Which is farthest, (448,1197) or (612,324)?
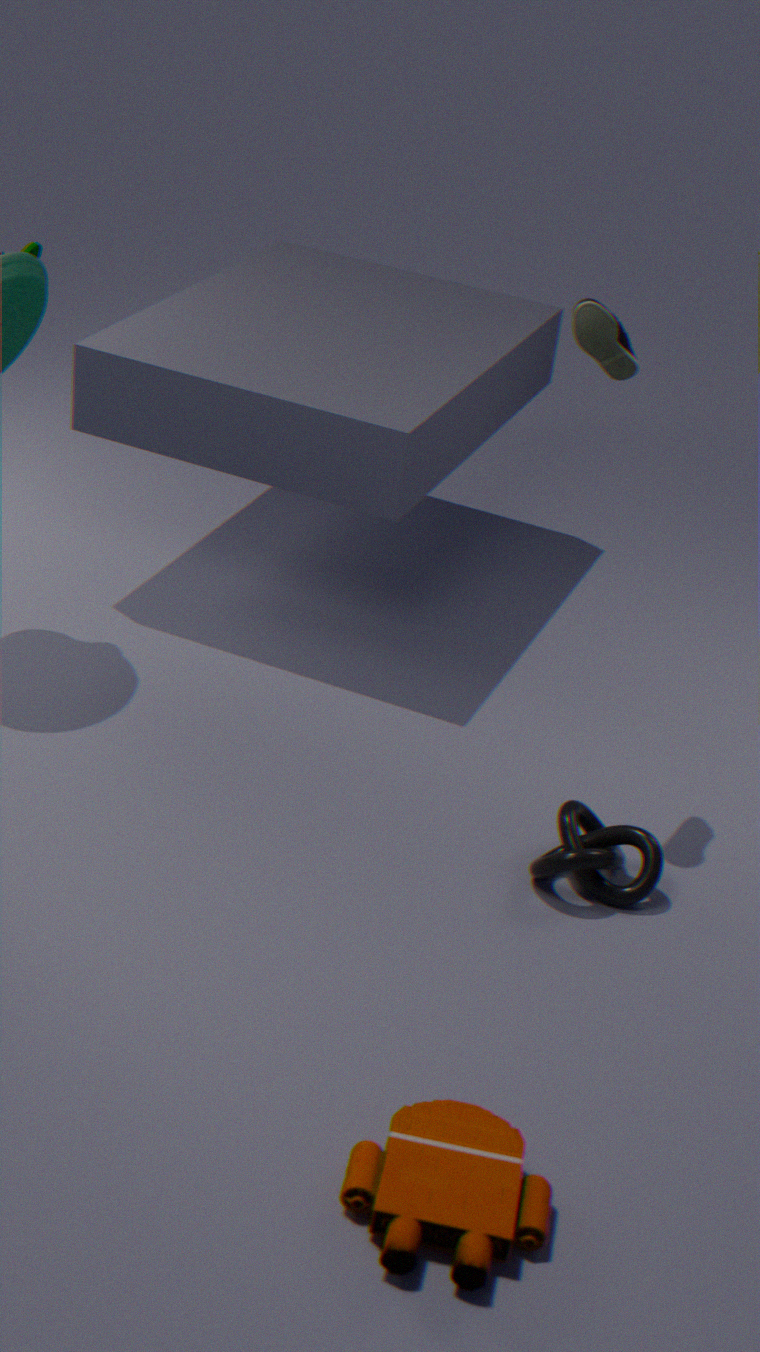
(612,324)
